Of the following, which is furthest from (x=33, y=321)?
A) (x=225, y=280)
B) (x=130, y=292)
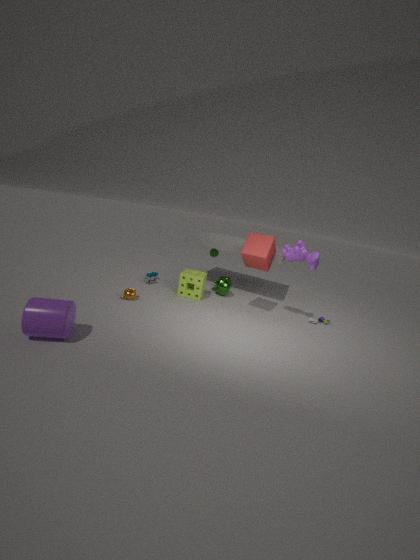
(x=225, y=280)
